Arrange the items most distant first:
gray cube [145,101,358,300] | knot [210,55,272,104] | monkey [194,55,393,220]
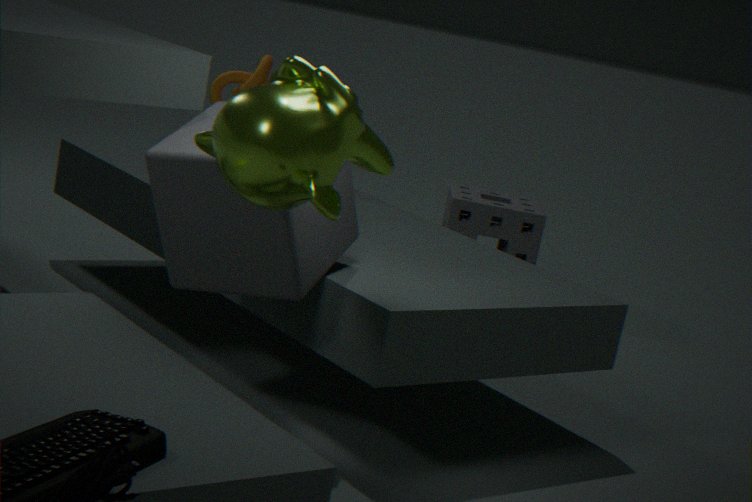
knot [210,55,272,104] < gray cube [145,101,358,300] < monkey [194,55,393,220]
